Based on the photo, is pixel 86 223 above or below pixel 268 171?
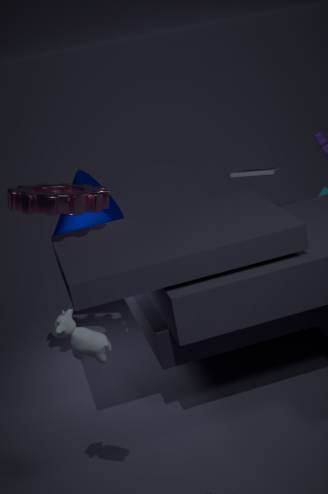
above
